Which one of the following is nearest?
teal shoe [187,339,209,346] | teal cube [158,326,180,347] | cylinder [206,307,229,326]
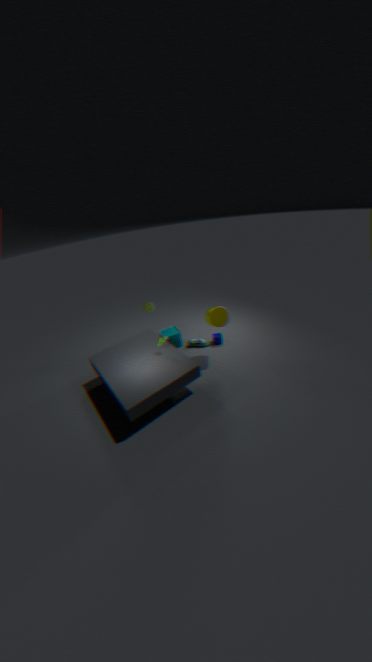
cylinder [206,307,229,326]
